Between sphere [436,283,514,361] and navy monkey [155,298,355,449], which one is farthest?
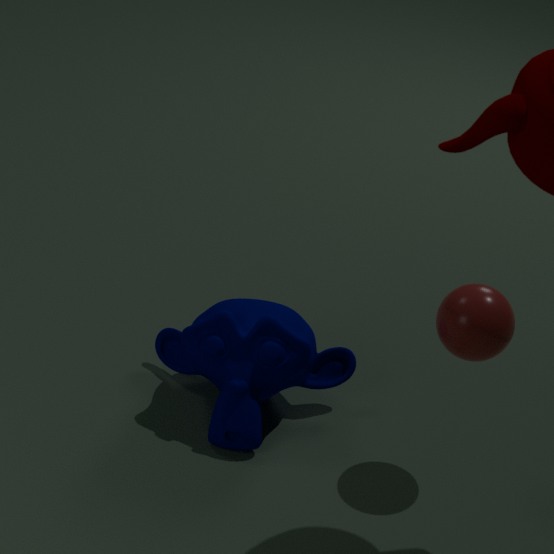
navy monkey [155,298,355,449]
